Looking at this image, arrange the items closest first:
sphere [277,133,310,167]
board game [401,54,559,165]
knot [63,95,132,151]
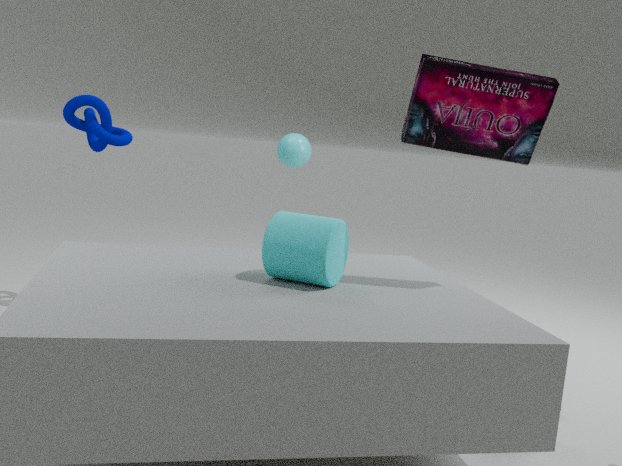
board game [401,54,559,165]
knot [63,95,132,151]
sphere [277,133,310,167]
